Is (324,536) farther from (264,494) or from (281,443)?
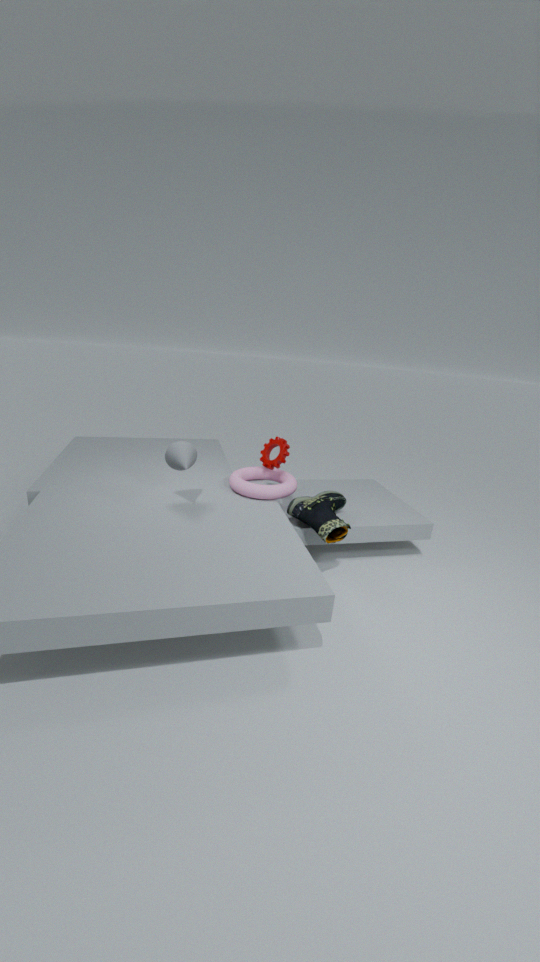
(281,443)
